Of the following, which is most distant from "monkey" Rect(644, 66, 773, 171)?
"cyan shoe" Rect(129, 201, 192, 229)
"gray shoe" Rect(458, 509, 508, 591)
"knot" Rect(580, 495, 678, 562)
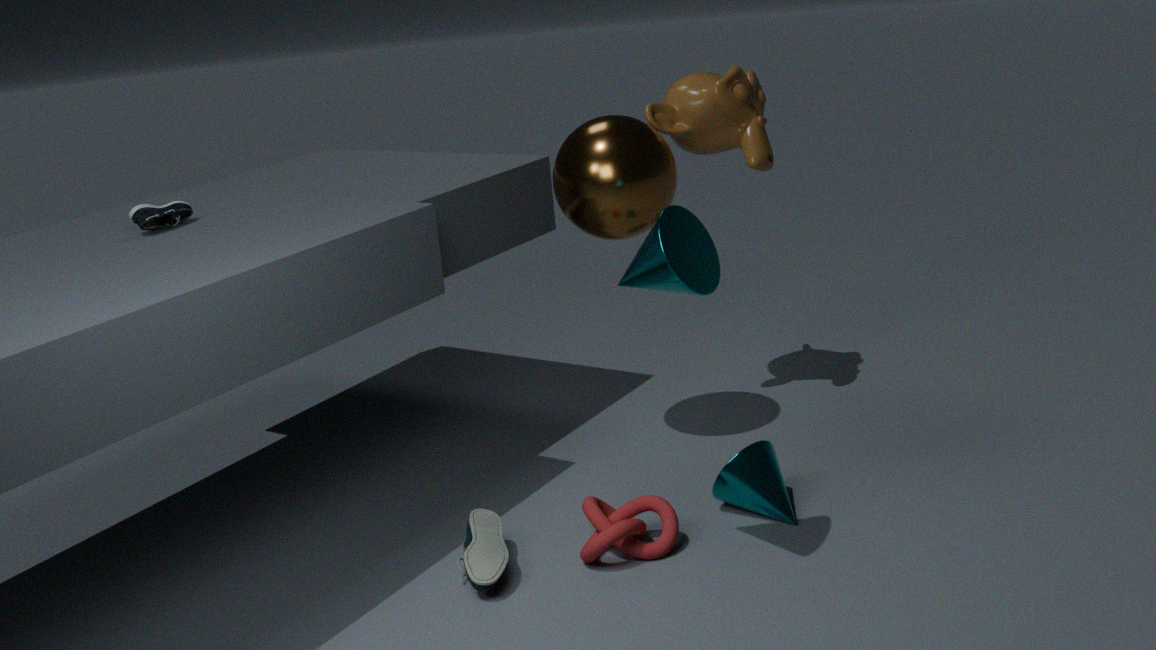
"cyan shoe" Rect(129, 201, 192, 229)
